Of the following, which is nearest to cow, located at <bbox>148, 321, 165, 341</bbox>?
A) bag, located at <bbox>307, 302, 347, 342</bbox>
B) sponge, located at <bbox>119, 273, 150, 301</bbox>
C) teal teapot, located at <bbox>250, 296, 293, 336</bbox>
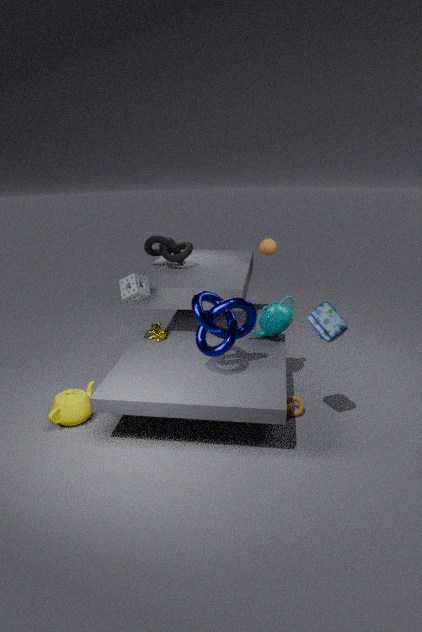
sponge, located at <bbox>119, 273, 150, 301</bbox>
